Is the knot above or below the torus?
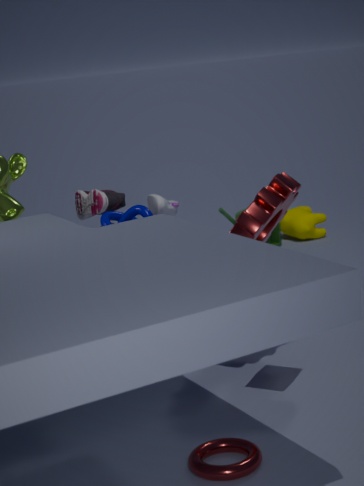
above
